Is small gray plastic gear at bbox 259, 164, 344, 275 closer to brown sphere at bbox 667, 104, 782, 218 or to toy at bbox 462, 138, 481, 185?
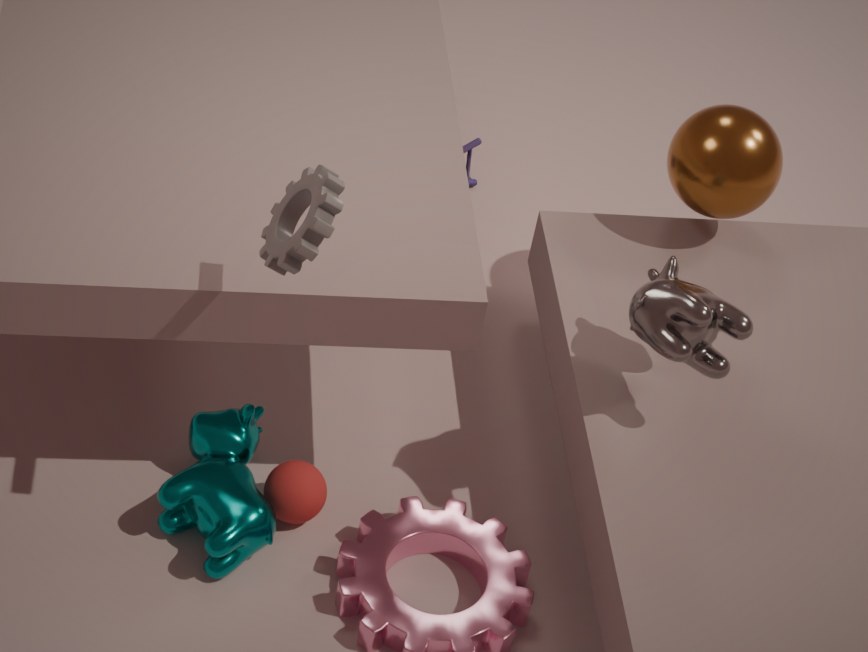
brown sphere at bbox 667, 104, 782, 218
